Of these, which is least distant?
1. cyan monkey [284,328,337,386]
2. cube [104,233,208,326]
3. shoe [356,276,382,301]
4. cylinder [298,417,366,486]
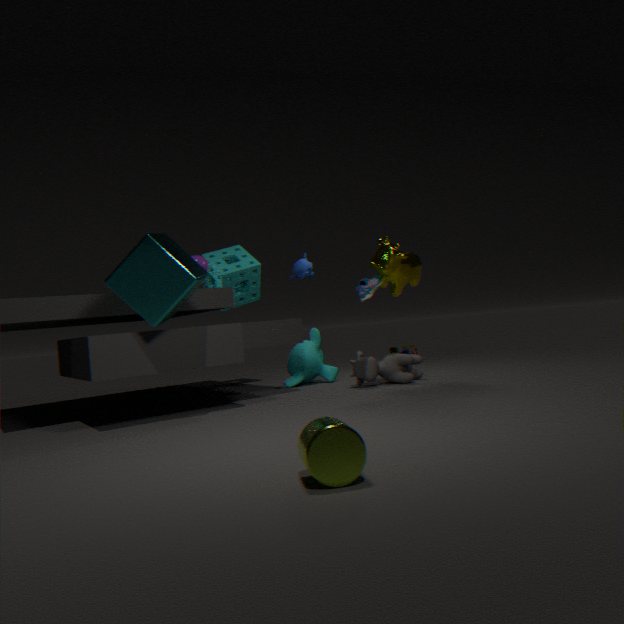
cylinder [298,417,366,486]
